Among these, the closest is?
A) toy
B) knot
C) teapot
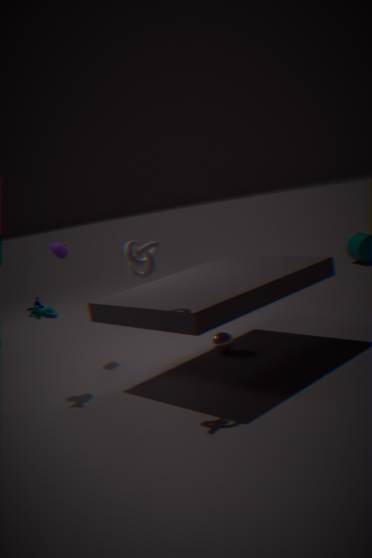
knot
